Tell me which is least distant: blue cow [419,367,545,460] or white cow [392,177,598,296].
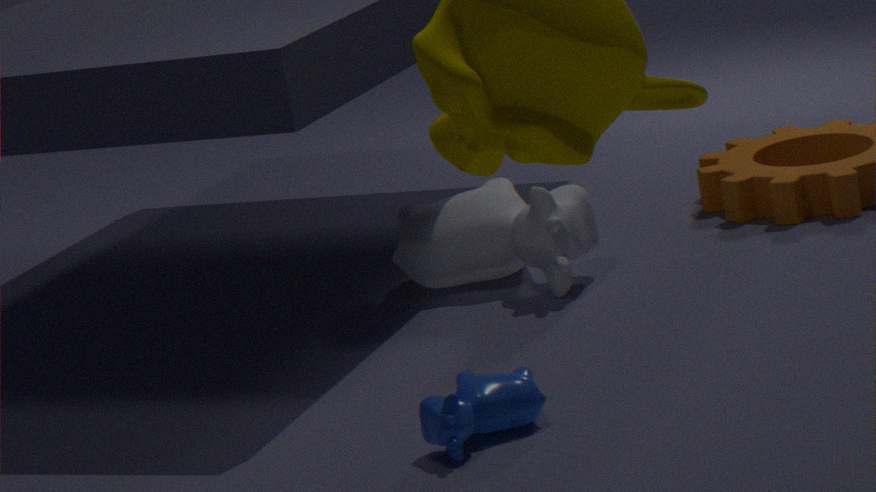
blue cow [419,367,545,460]
